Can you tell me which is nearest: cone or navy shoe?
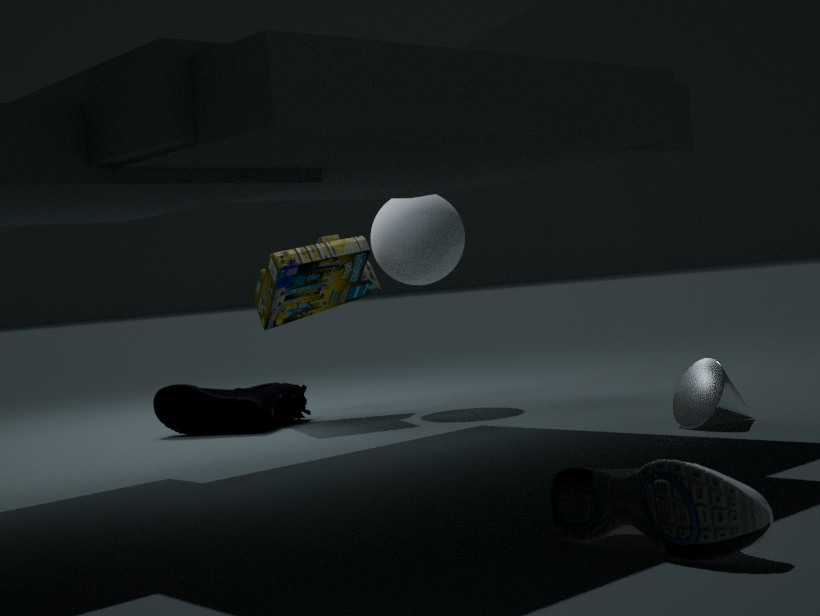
cone
